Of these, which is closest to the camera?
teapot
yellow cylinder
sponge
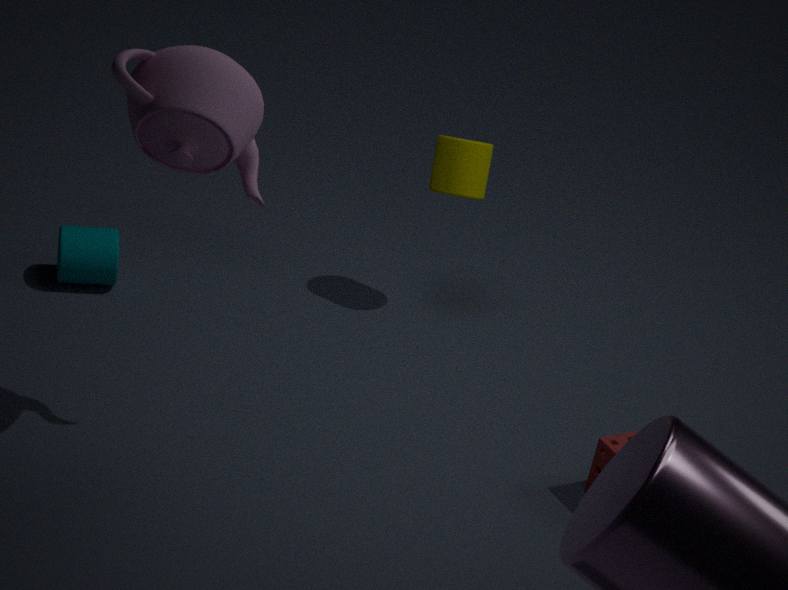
teapot
